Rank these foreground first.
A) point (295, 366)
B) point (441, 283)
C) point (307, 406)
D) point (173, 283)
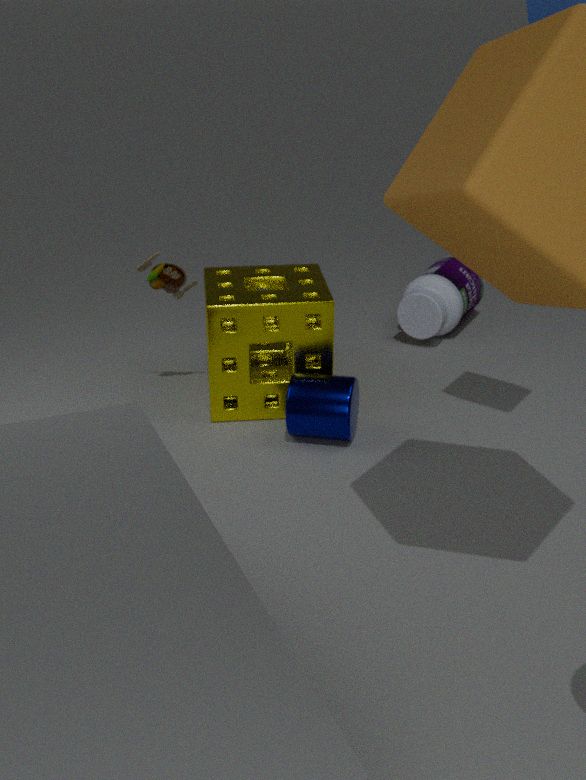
point (307, 406) → point (295, 366) → point (173, 283) → point (441, 283)
